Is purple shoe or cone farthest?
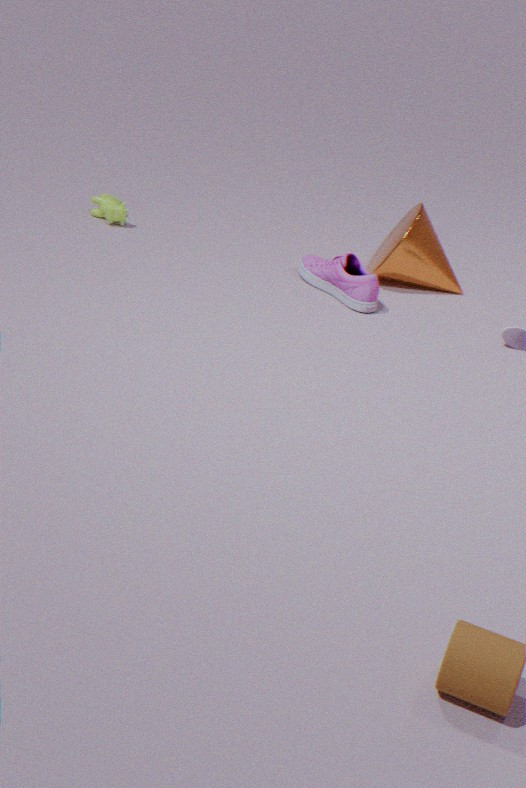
cone
